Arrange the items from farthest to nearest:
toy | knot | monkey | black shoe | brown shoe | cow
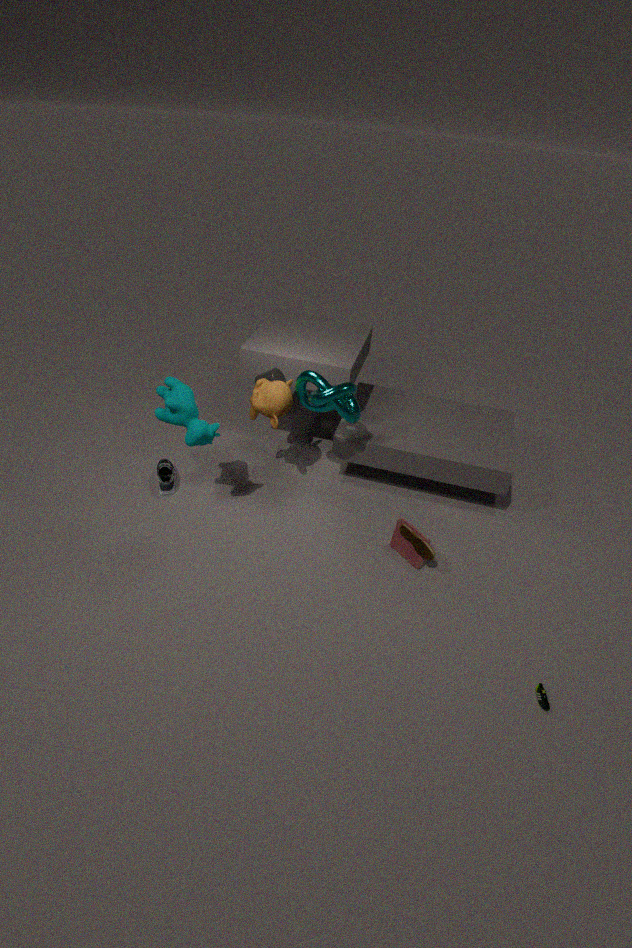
black shoe
monkey
toy
brown shoe
knot
cow
